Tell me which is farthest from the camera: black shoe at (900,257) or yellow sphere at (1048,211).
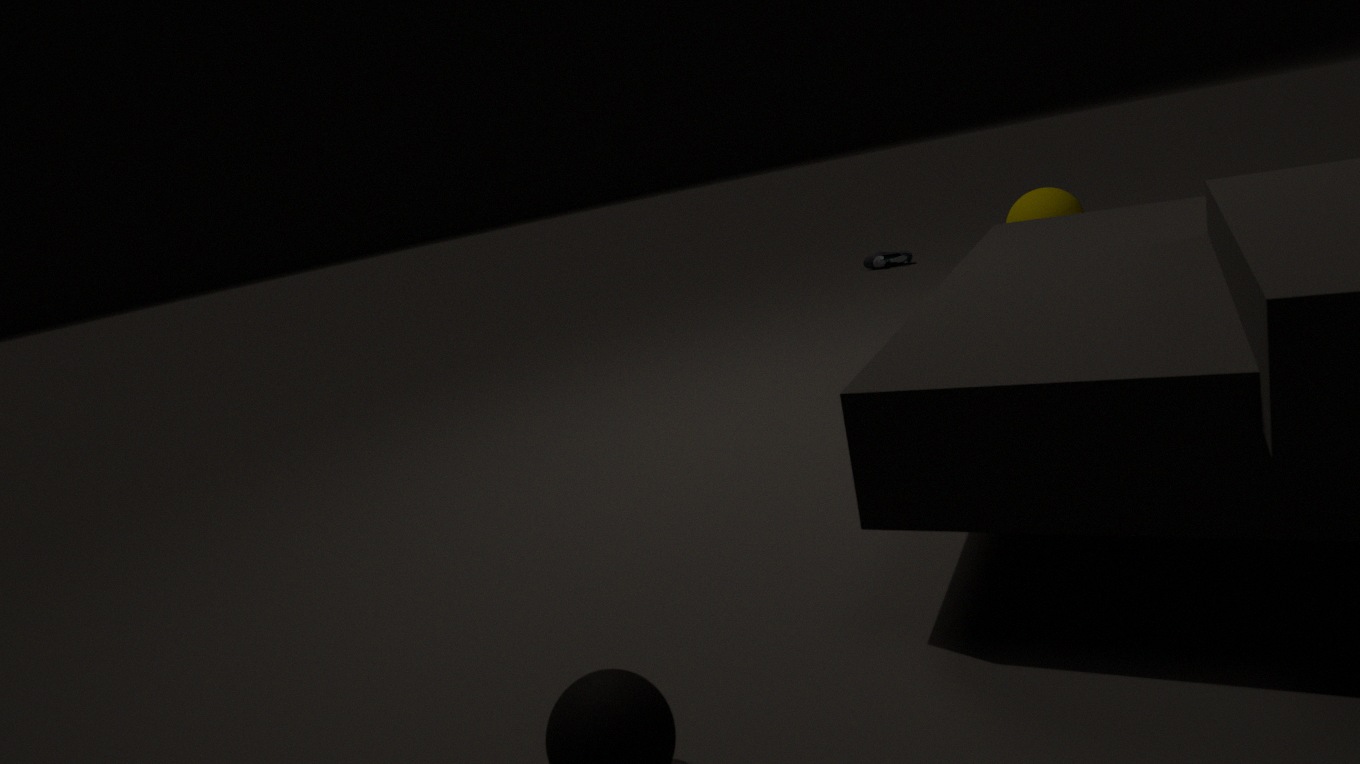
black shoe at (900,257)
